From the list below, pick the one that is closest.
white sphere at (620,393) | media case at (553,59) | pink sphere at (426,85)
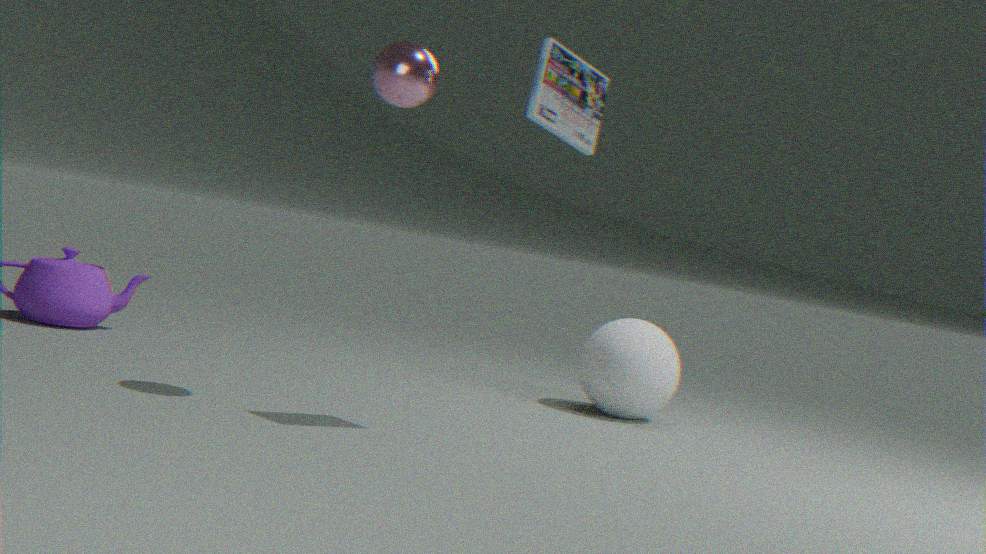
media case at (553,59)
